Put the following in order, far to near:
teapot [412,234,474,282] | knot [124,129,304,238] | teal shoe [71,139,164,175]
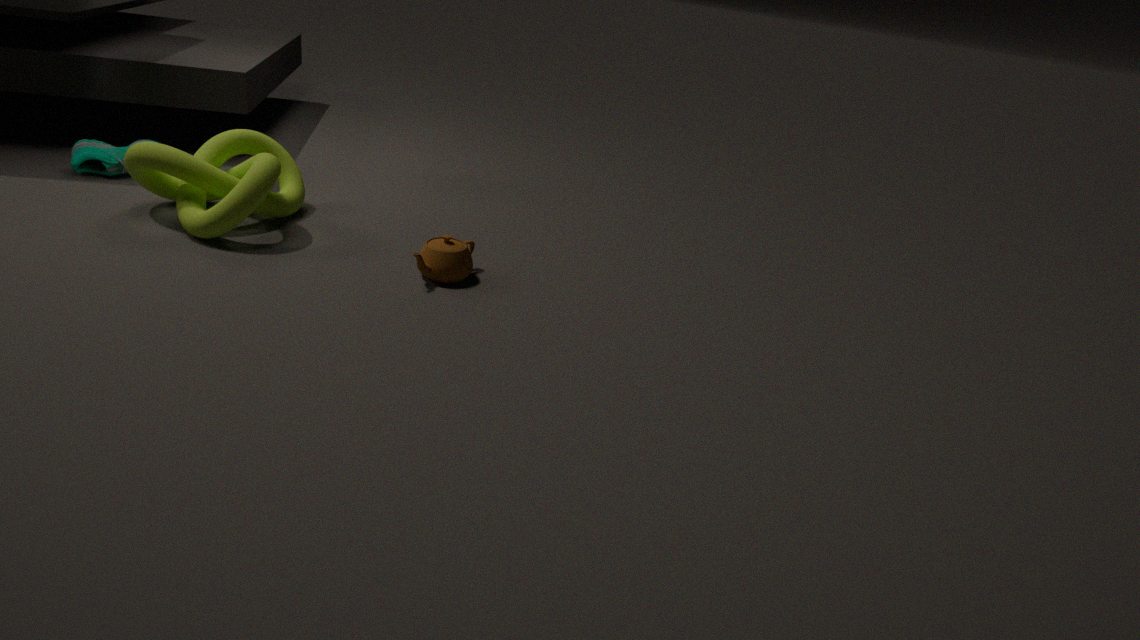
teal shoe [71,139,164,175], knot [124,129,304,238], teapot [412,234,474,282]
